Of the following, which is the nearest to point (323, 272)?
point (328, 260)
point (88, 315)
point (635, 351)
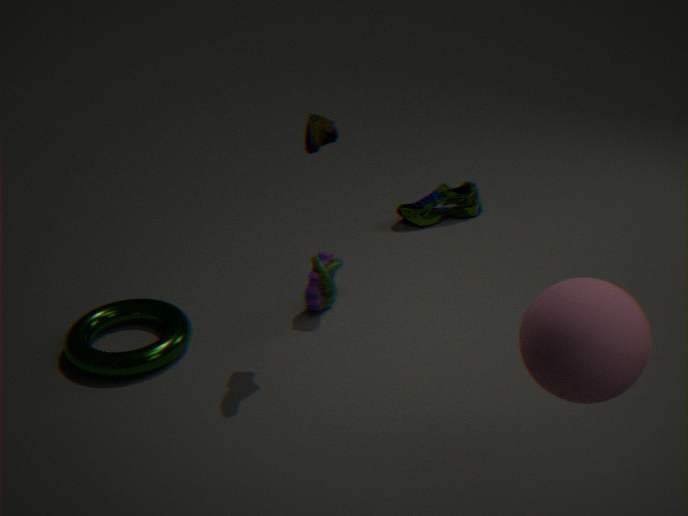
point (328, 260)
